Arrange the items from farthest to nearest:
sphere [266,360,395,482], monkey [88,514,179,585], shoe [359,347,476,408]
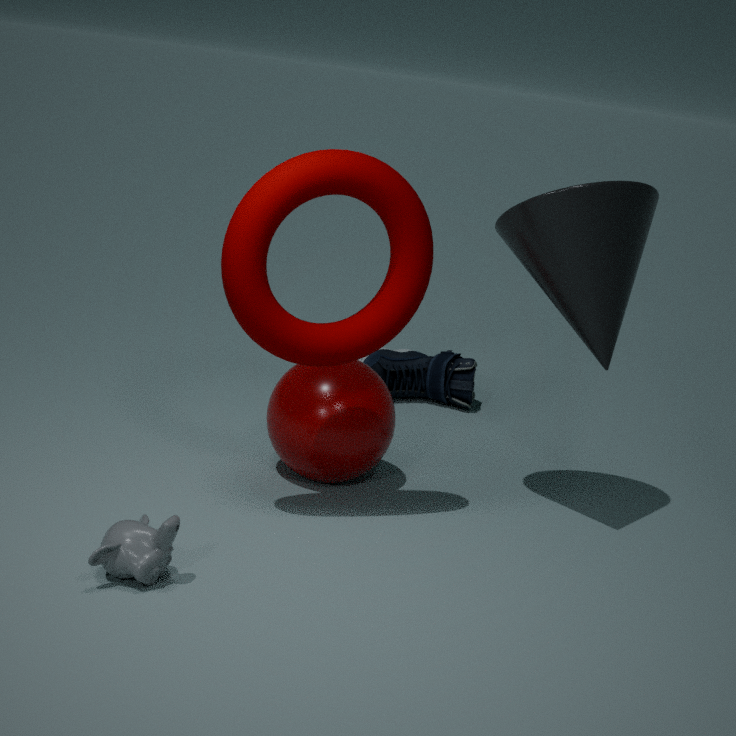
shoe [359,347,476,408], sphere [266,360,395,482], monkey [88,514,179,585]
